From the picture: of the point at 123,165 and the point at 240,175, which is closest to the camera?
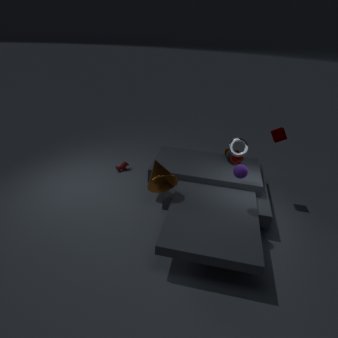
the point at 240,175
